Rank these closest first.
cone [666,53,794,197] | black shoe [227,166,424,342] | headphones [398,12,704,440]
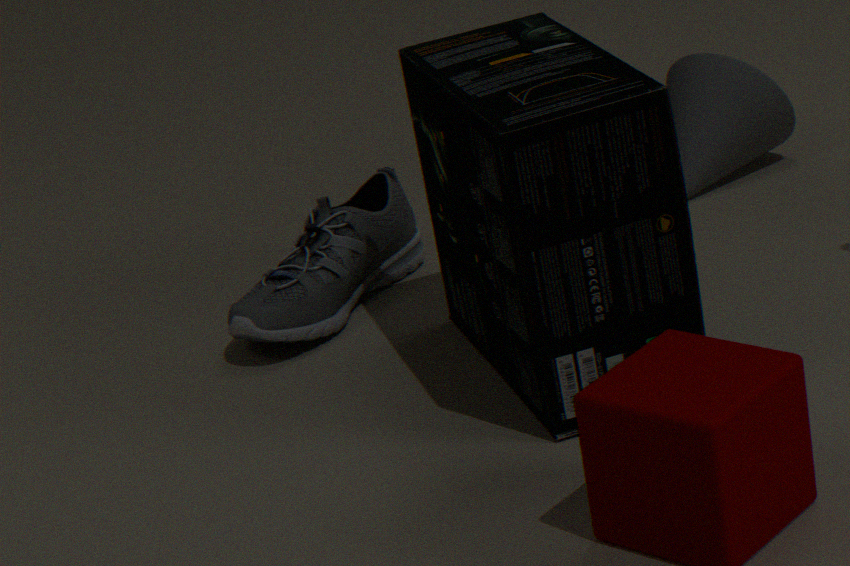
headphones [398,12,704,440]
black shoe [227,166,424,342]
cone [666,53,794,197]
